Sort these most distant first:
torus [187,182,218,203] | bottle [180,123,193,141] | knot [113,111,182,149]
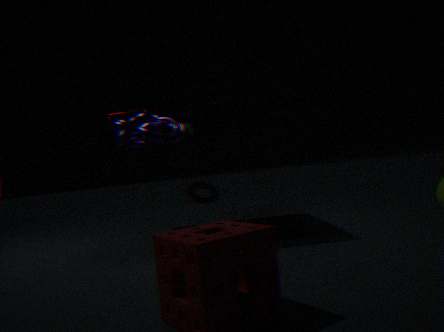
bottle [180,123,193,141], torus [187,182,218,203], knot [113,111,182,149]
